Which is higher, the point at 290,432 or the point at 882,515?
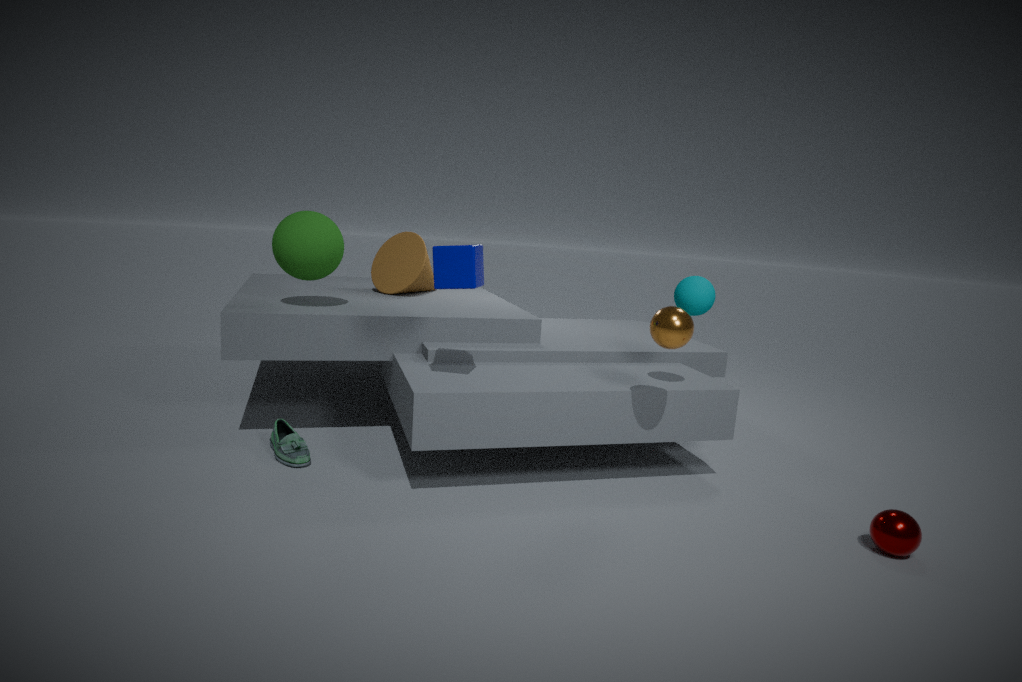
the point at 882,515
